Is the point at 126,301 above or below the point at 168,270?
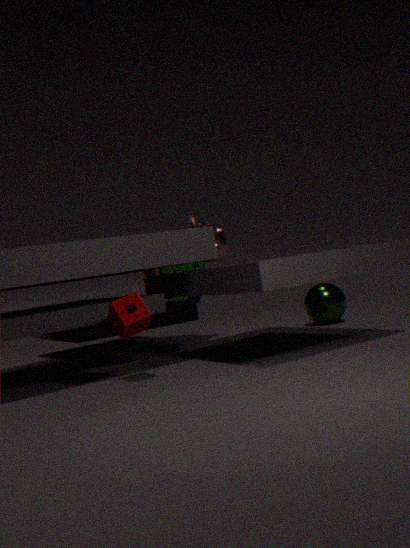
below
